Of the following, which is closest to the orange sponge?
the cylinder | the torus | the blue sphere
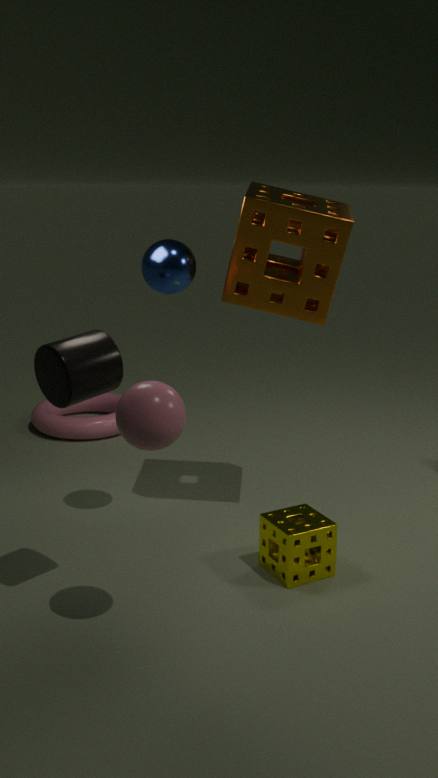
the blue sphere
